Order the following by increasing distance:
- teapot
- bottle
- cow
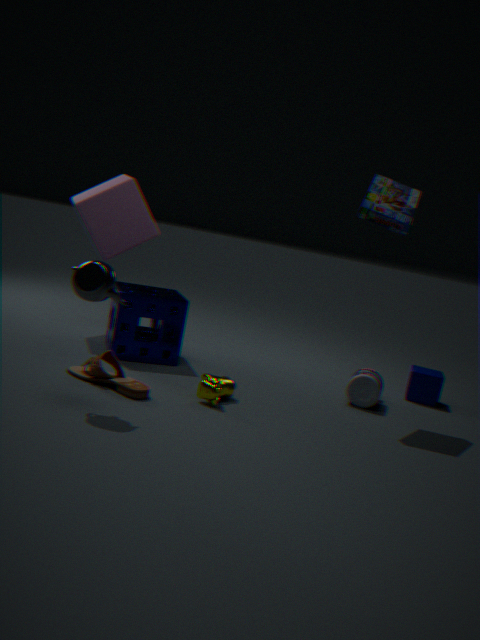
teapot, cow, bottle
